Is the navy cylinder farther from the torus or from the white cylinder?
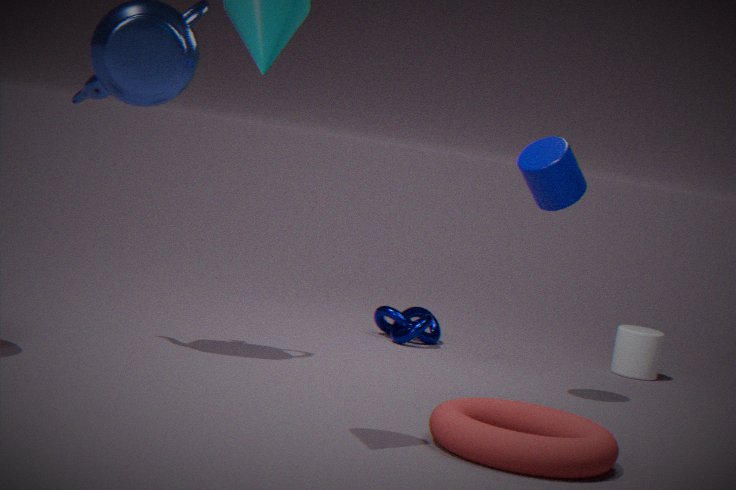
the white cylinder
